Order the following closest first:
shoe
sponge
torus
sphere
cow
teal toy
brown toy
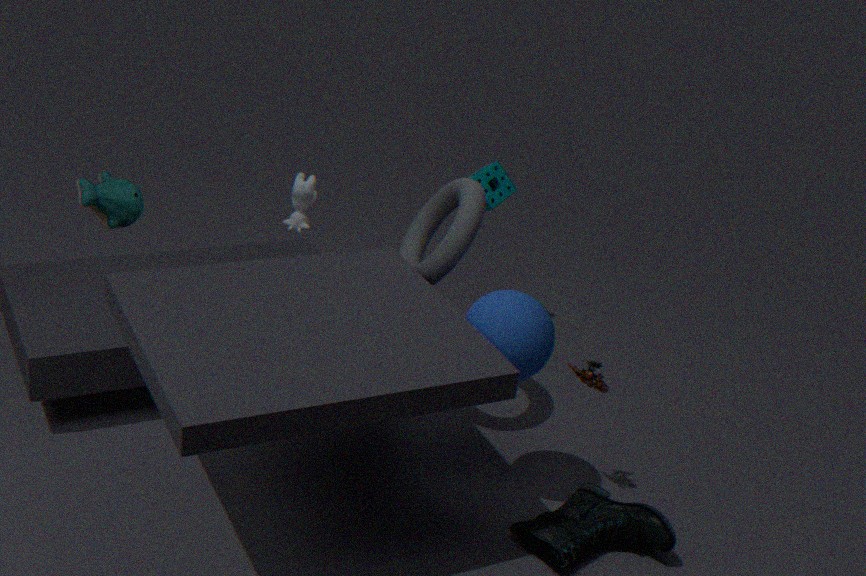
sphere < shoe < teal toy < brown toy < torus < cow < sponge
